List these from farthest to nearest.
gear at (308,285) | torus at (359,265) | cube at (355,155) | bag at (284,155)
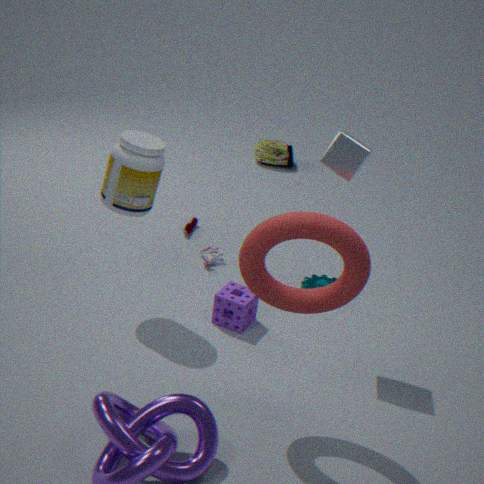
bag at (284,155), gear at (308,285), cube at (355,155), torus at (359,265)
